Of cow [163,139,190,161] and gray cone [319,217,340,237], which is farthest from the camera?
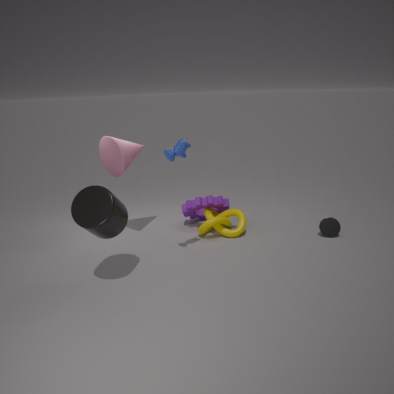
gray cone [319,217,340,237]
